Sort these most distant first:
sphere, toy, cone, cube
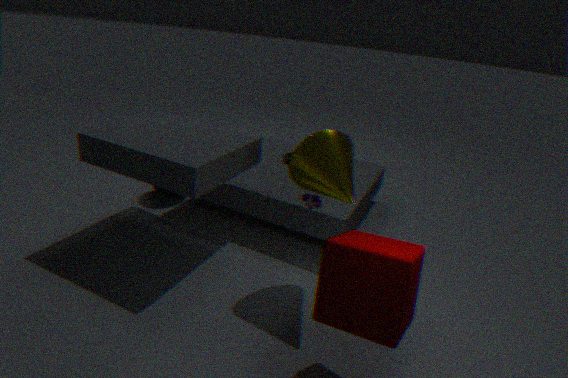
sphere → toy → cone → cube
